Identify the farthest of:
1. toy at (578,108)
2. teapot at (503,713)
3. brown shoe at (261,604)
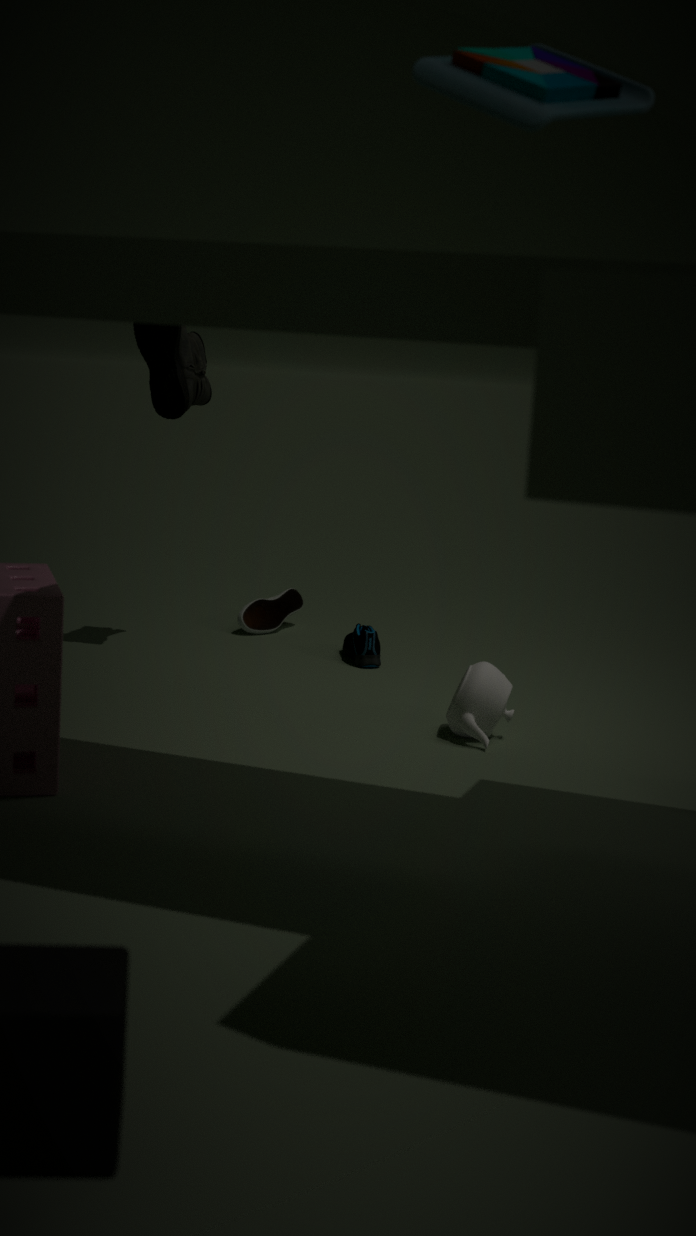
brown shoe at (261,604)
